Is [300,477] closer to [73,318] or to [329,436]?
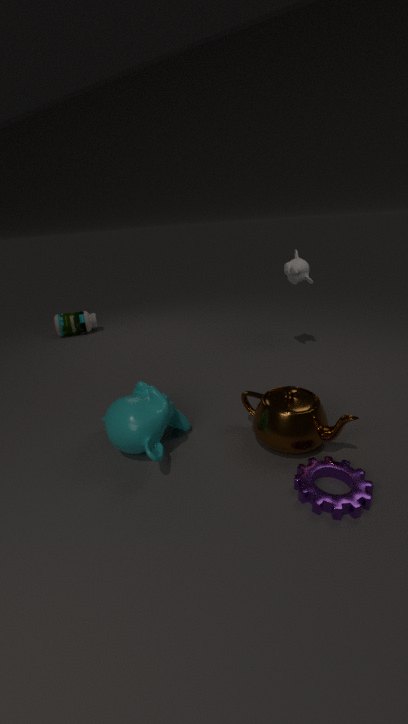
[329,436]
